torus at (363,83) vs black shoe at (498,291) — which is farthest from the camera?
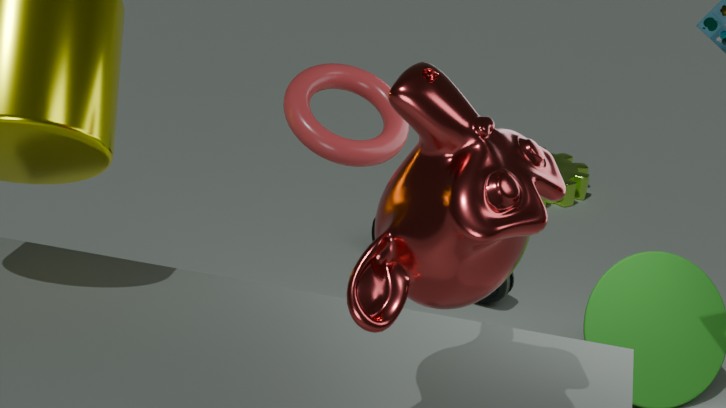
black shoe at (498,291)
